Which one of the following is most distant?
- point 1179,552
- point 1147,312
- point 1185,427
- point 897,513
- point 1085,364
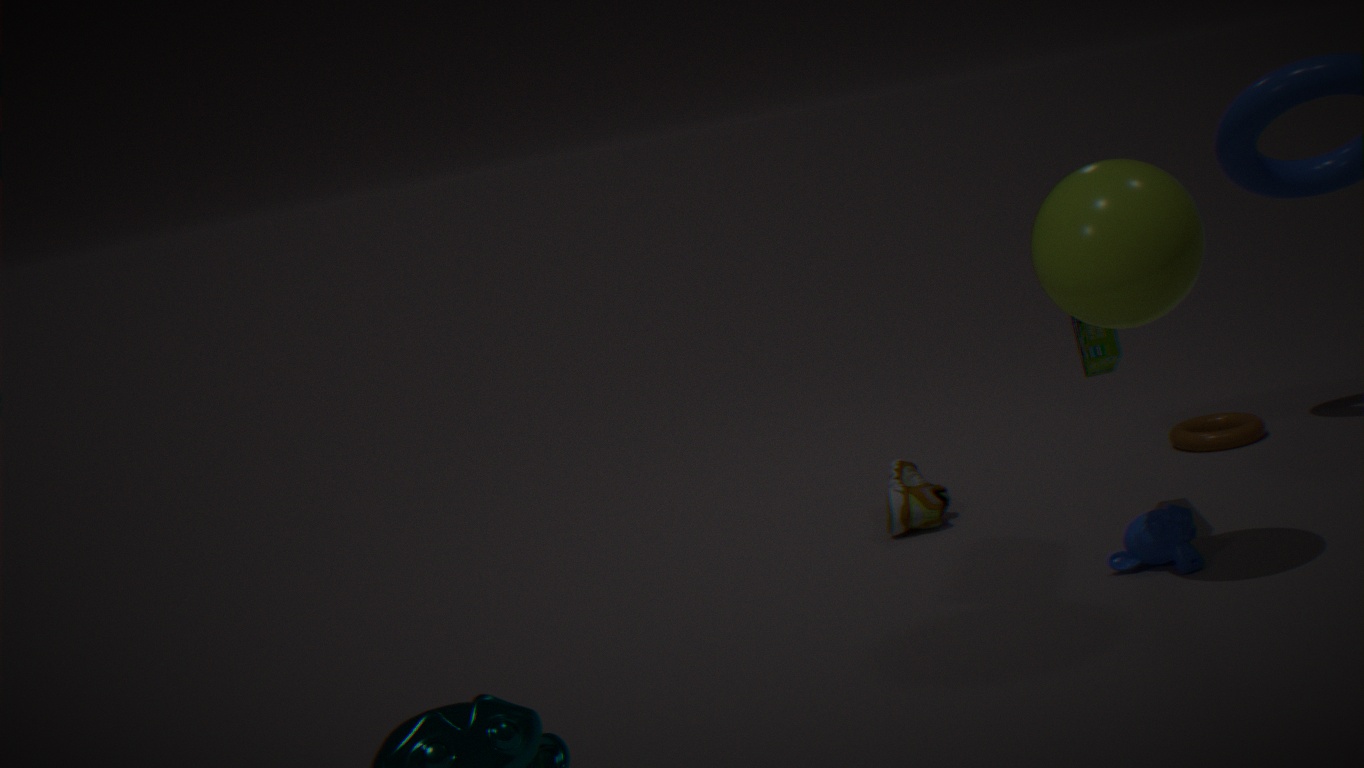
point 1185,427
